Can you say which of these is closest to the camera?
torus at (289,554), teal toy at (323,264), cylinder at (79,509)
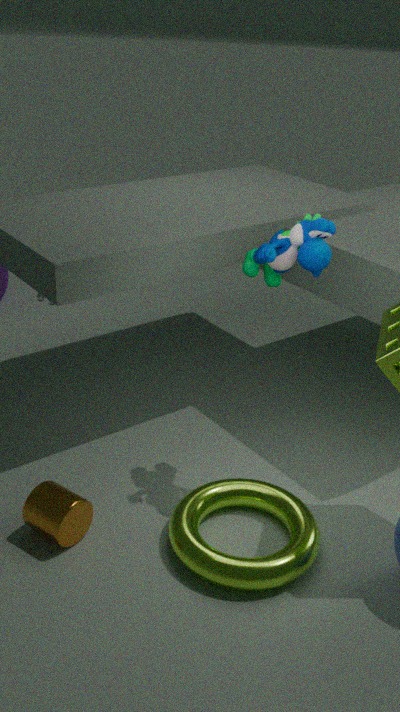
torus at (289,554)
